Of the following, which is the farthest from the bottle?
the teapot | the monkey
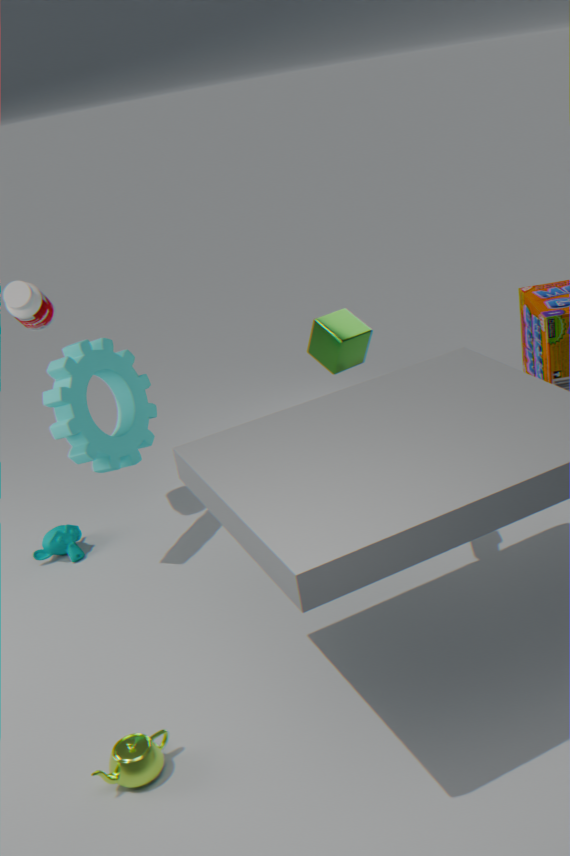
the teapot
